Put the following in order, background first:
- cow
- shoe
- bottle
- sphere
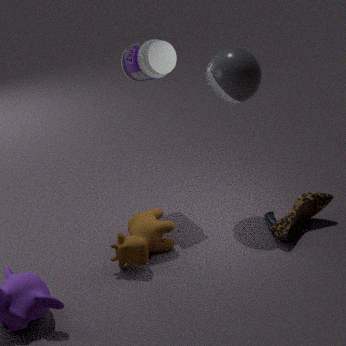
bottle < shoe < sphere < cow
